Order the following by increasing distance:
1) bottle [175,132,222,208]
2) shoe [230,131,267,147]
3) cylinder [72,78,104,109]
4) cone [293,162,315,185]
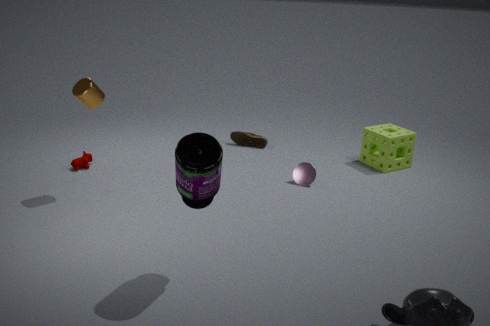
1. bottle [175,132,222,208]
3. cylinder [72,78,104,109]
4. cone [293,162,315,185]
2. shoe [230,131,267,147]
